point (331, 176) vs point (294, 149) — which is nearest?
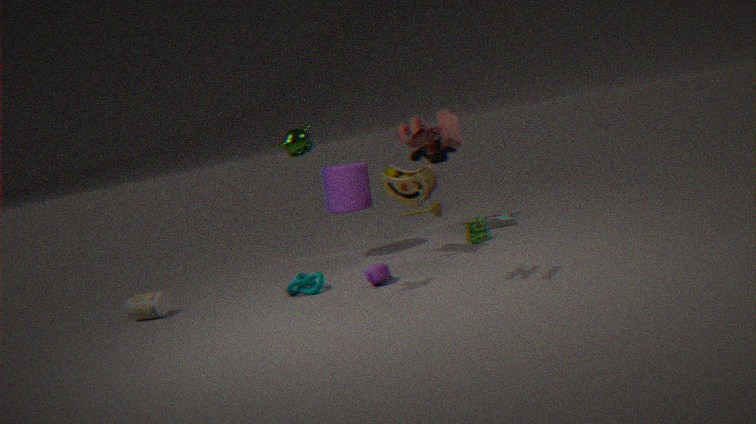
point (294, 149)
